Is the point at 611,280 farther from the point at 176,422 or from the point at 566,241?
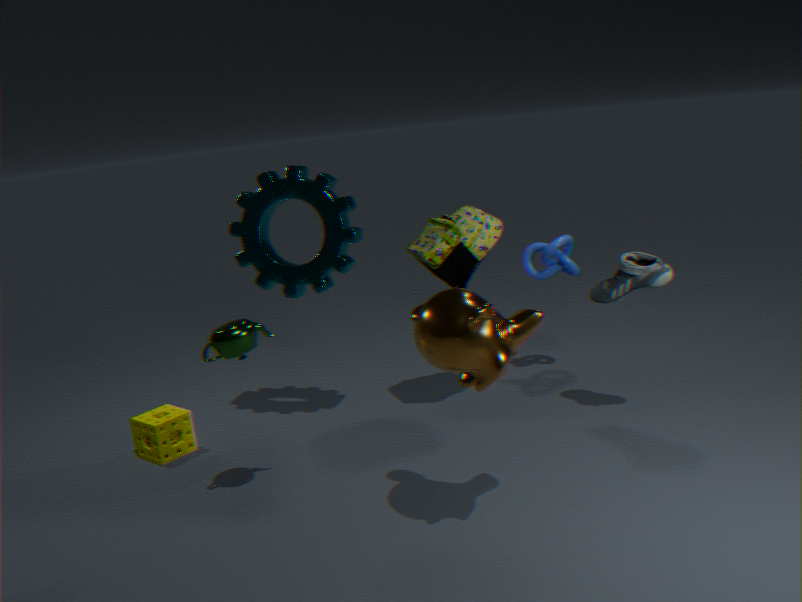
the point at 176,422
